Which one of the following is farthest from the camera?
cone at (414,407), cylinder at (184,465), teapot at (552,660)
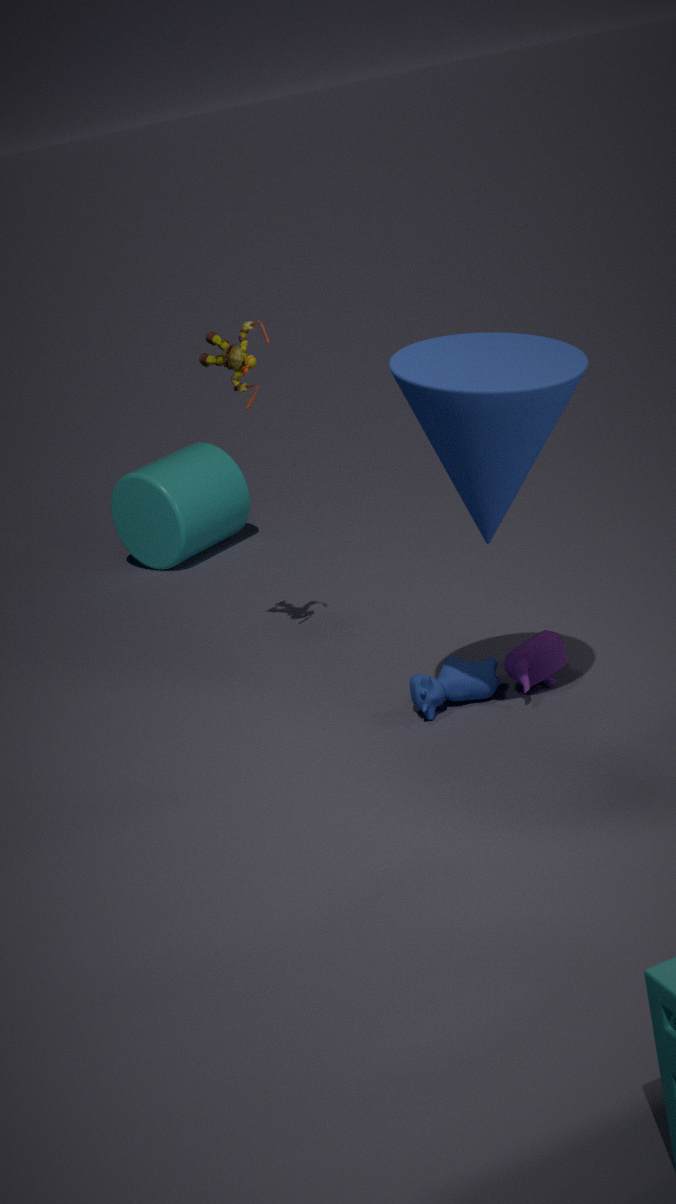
cylinder at (184,465)
